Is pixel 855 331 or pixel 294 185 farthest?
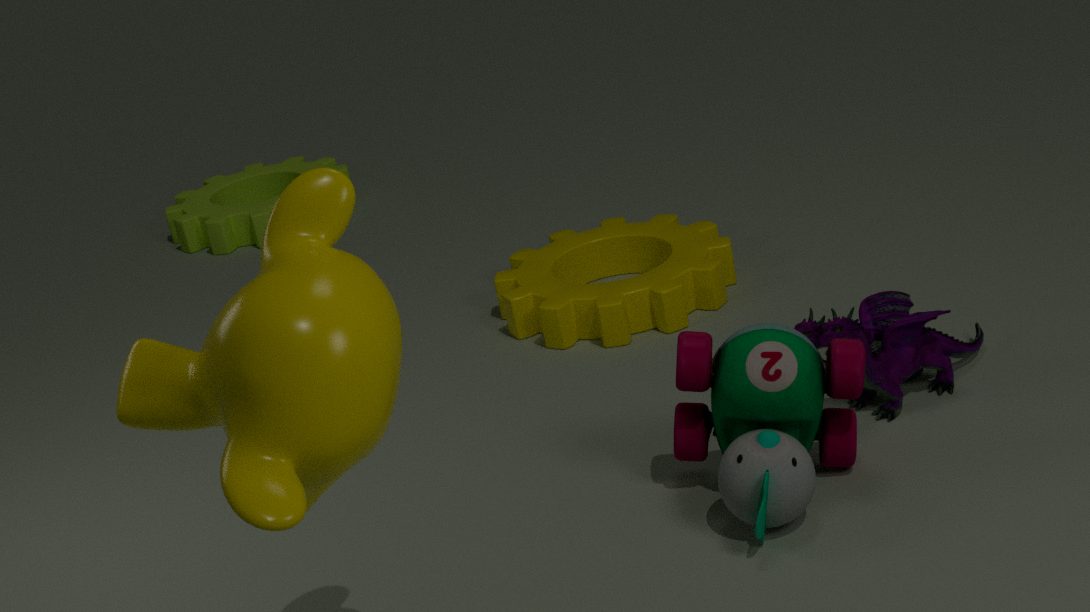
pixel 855 331
